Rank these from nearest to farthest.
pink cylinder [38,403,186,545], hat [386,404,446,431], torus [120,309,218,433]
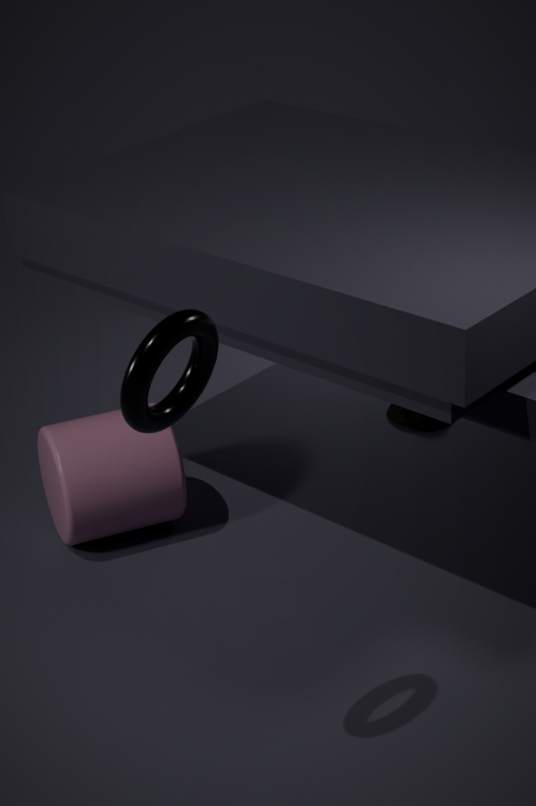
torus [120,309,218,433] → pink cylinder [38,403,186,545] → hat [386,404,446,431]
